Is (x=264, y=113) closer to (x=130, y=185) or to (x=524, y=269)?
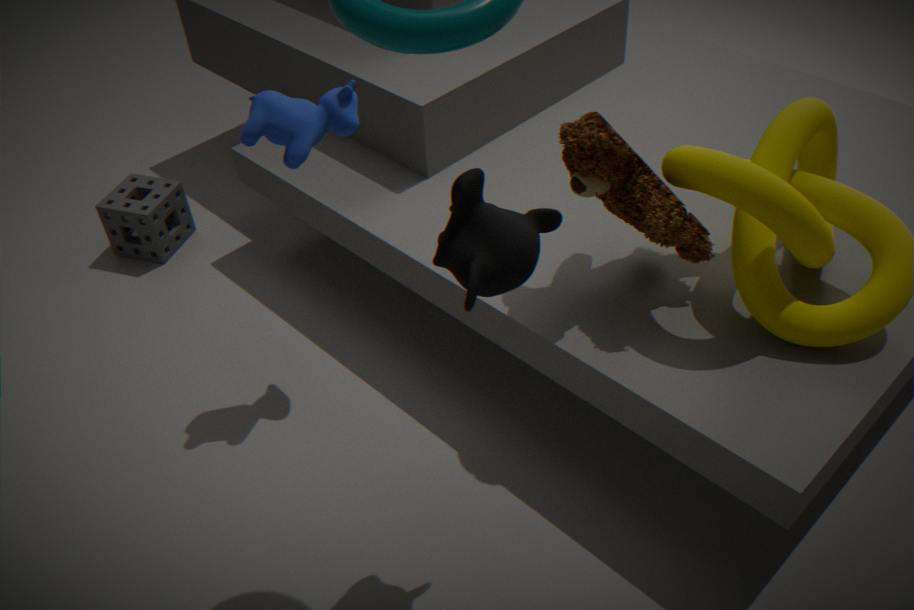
(x=524, y=269)
